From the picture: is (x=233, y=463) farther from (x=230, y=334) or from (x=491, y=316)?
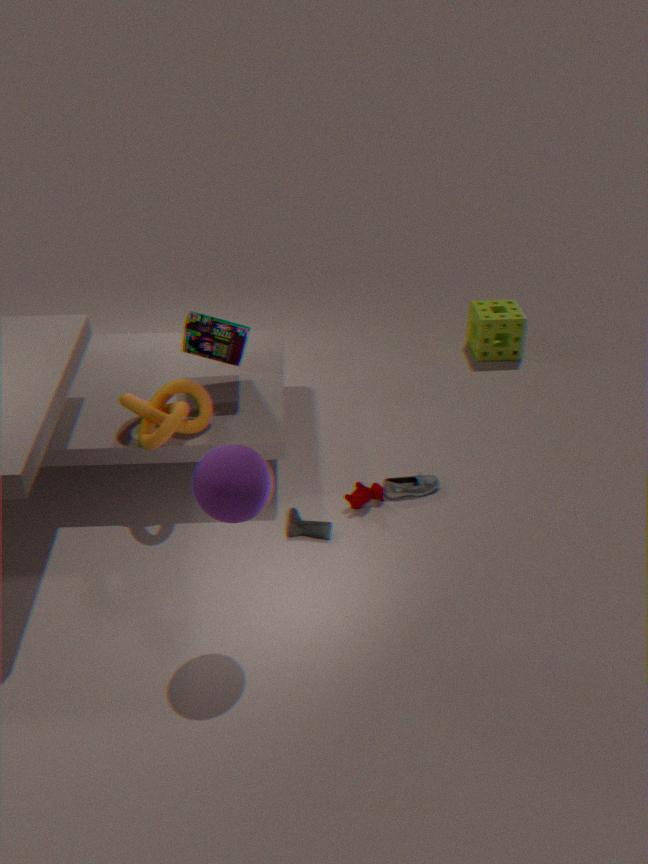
(x=491, y=316)
